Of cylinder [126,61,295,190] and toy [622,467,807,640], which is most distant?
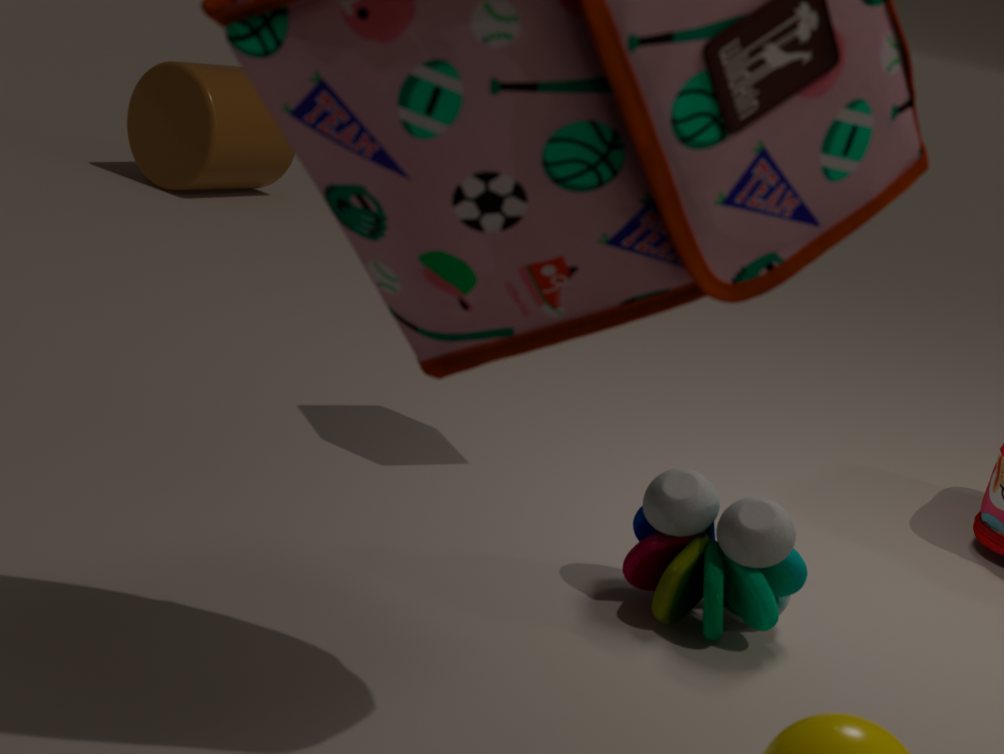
cylinder [126,61,295,190]
